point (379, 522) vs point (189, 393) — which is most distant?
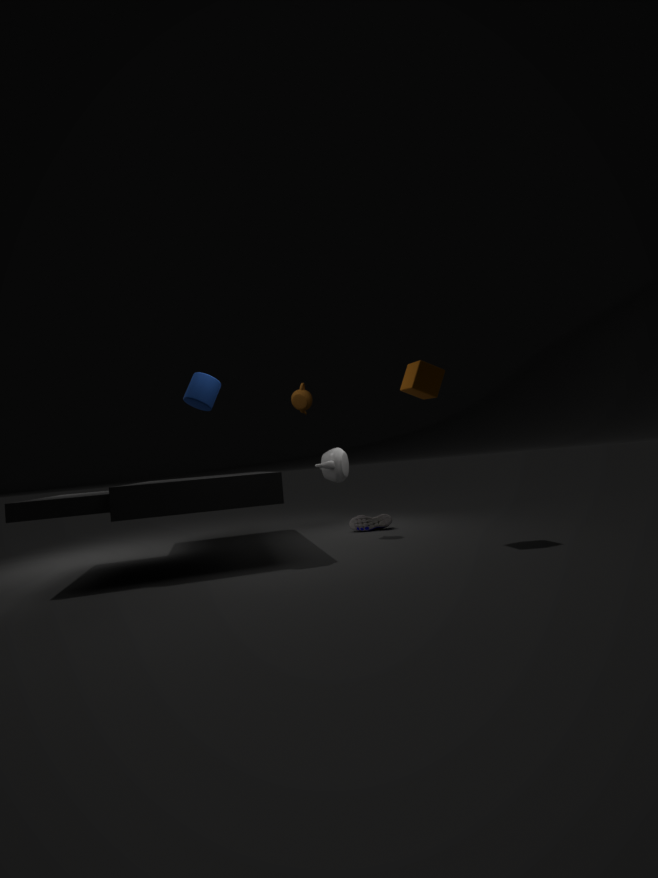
point (379, 522)
